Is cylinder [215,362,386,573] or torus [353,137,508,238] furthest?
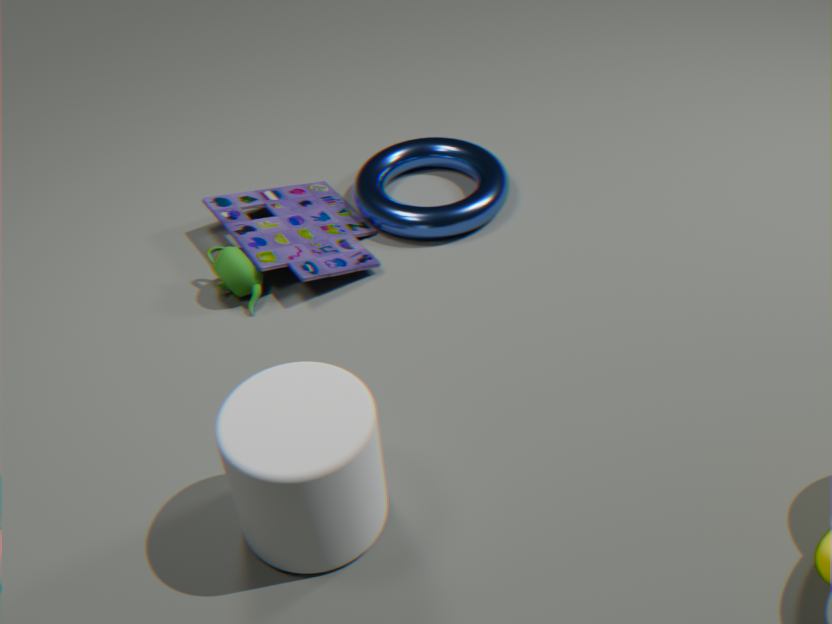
torus [353,137,508,238]
